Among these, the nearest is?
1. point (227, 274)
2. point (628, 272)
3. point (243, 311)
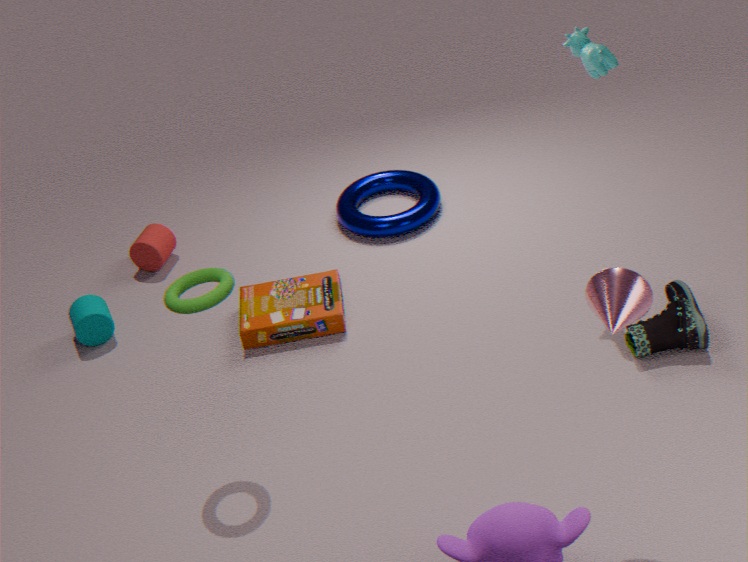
point (628, 272)
